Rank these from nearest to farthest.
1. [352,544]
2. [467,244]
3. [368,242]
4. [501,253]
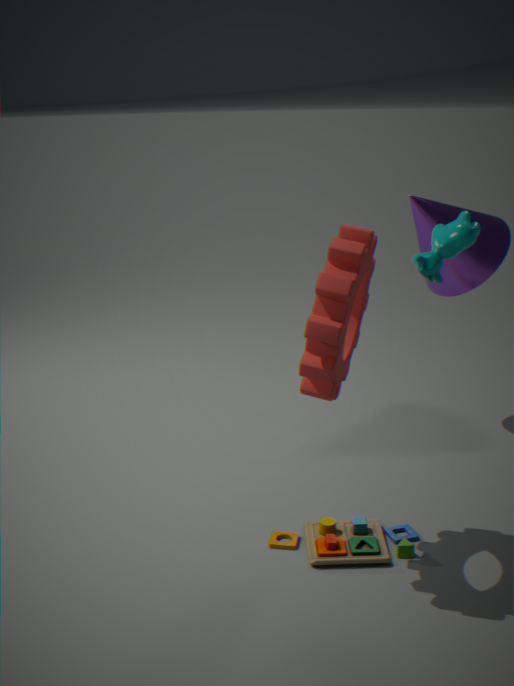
1. [368,242]
2. [467,244]
3. [352,544]
4. [501,253]
